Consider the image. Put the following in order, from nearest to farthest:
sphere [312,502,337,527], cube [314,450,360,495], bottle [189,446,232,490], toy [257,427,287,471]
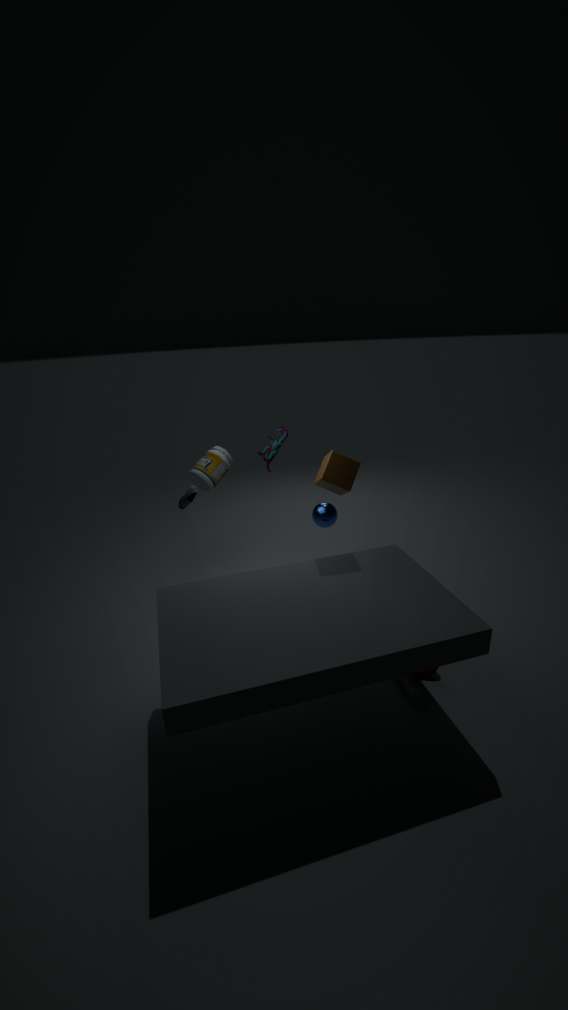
cube [314,450,360,495] → sphere [312,502,337,527] → toy [257,427,287,471] → bottle [189,446,232,490]
